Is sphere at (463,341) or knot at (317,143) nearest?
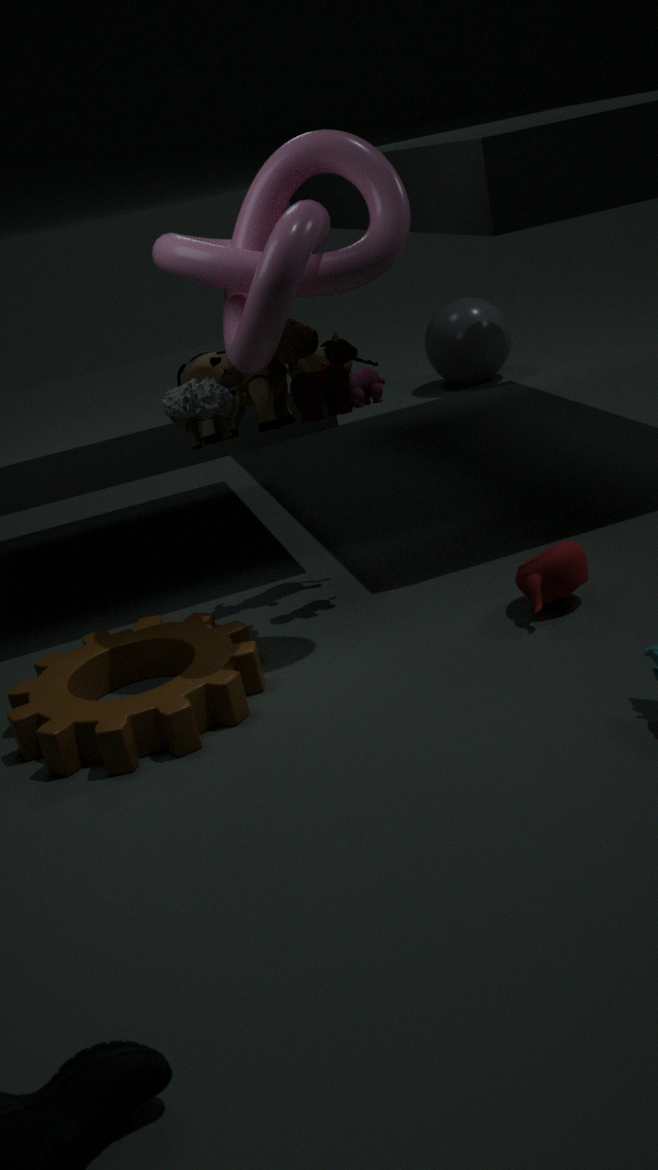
knot at (317,143)
